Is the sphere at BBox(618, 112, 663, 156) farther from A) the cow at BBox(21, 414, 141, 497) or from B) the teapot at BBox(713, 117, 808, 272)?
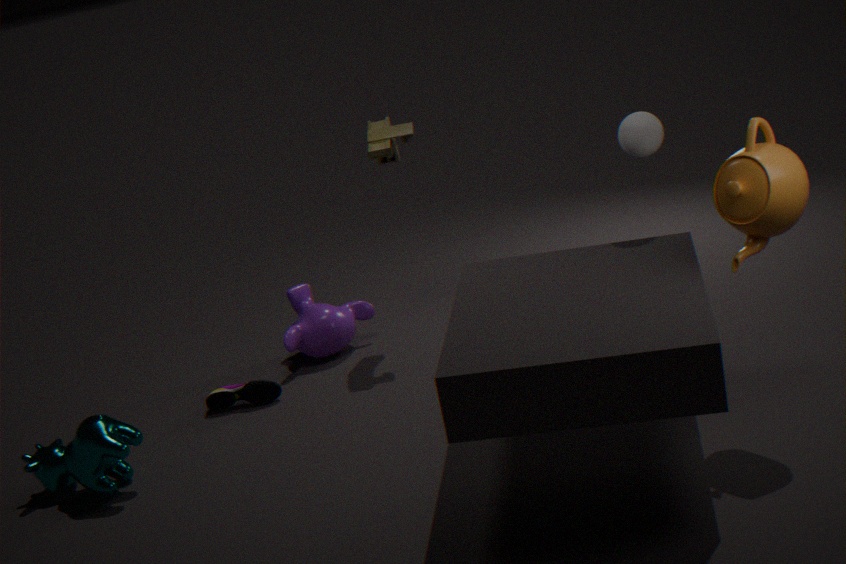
A) the cow at BBox(21, 414, 141, 497)
